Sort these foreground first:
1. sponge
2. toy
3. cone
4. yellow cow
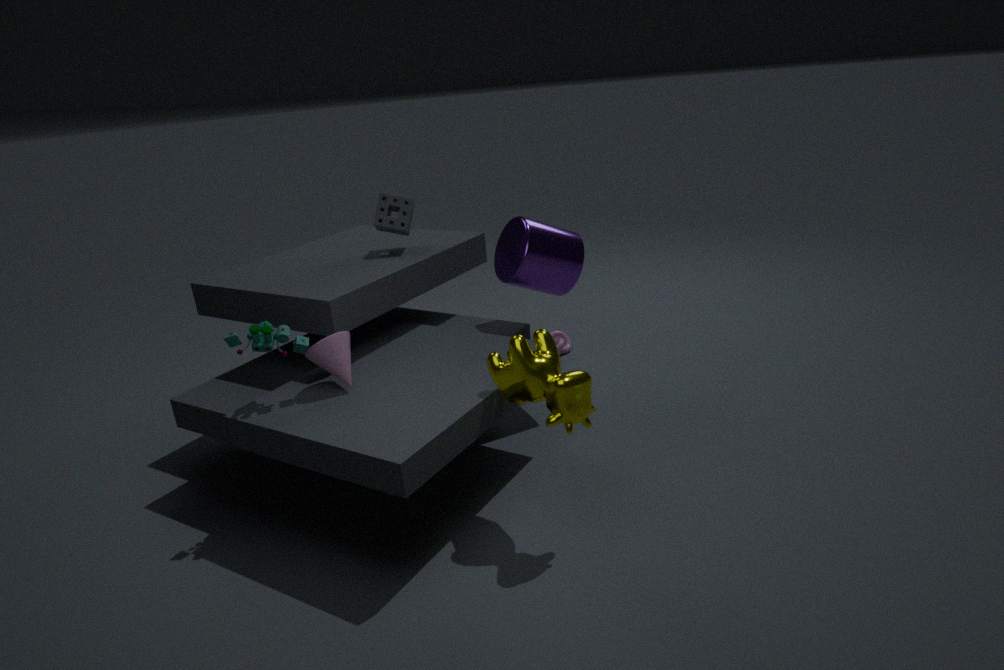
yellow cow → toy → cone → sponge
